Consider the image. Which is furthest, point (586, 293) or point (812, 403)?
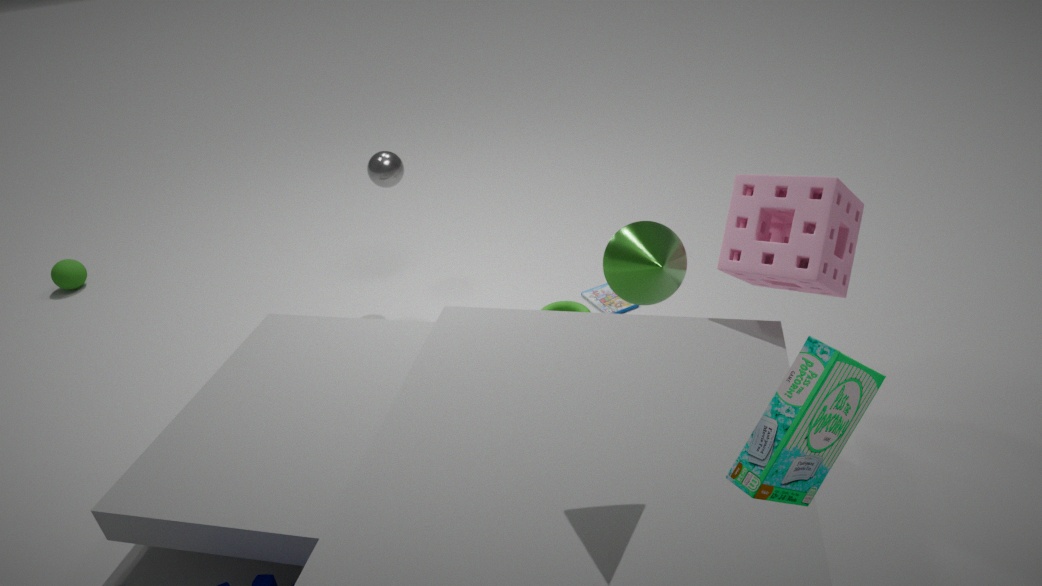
point (586, 293)
